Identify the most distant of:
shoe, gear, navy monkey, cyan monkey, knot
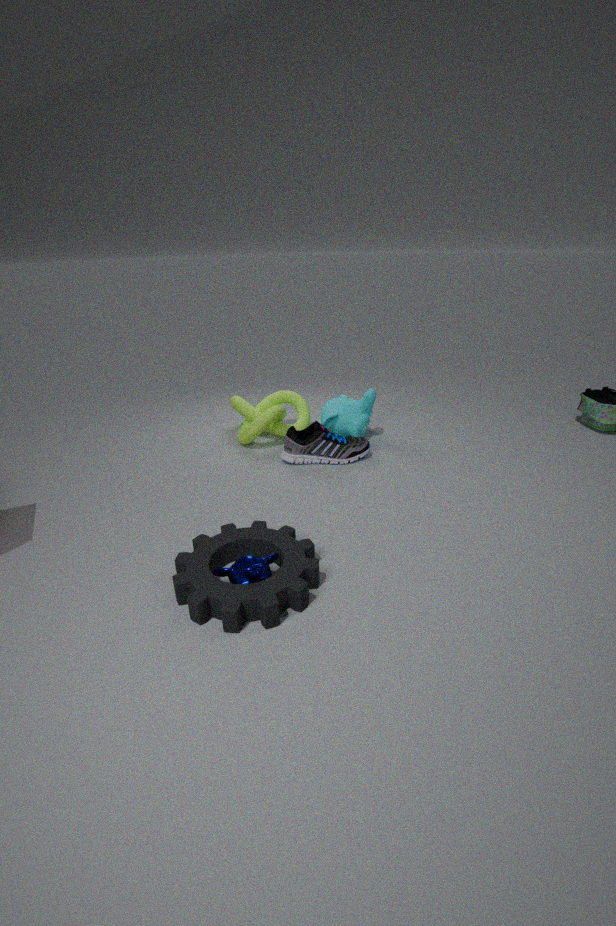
cyan monkey
